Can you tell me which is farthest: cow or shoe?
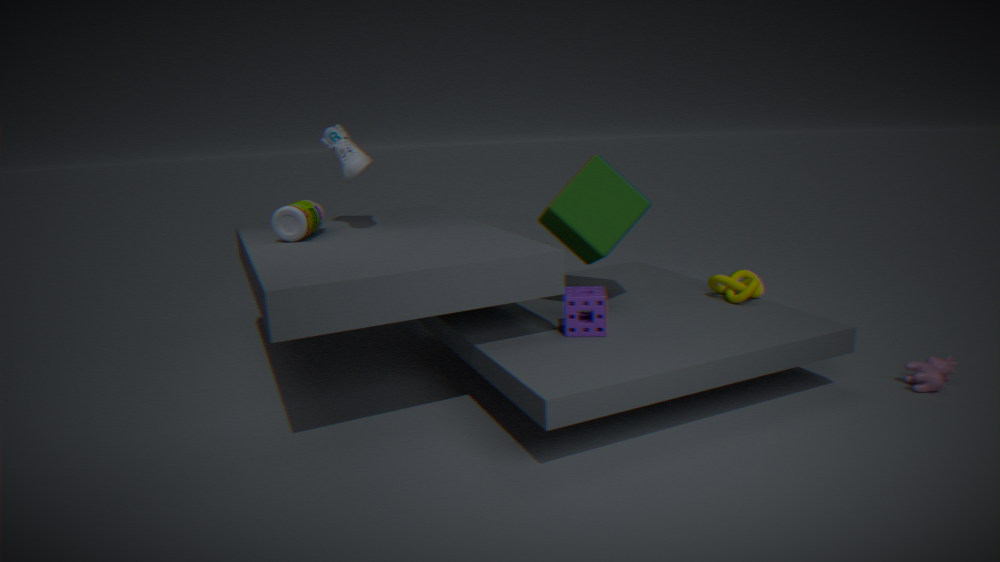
shoe
